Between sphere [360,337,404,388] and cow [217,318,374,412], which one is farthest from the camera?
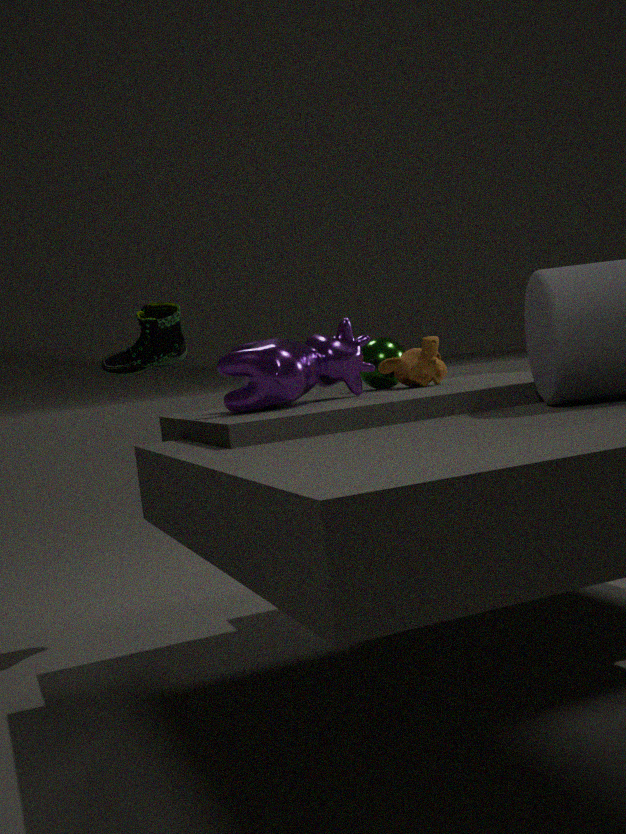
sphere [360,337,404,388]
